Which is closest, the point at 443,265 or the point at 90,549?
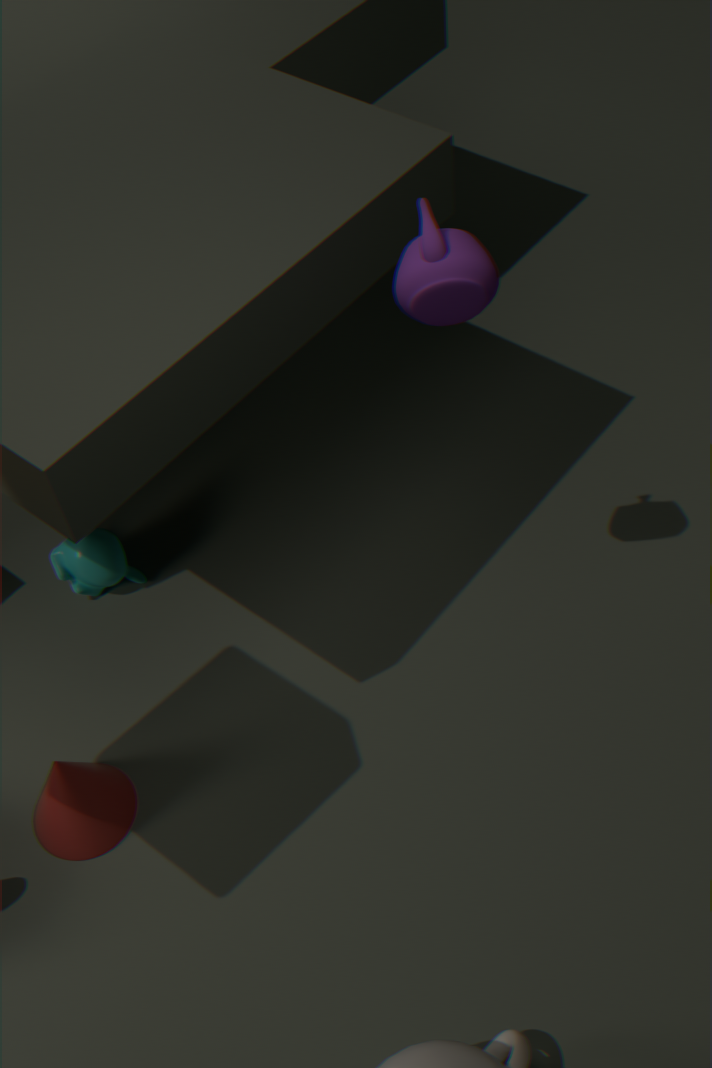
the point at 443,265
